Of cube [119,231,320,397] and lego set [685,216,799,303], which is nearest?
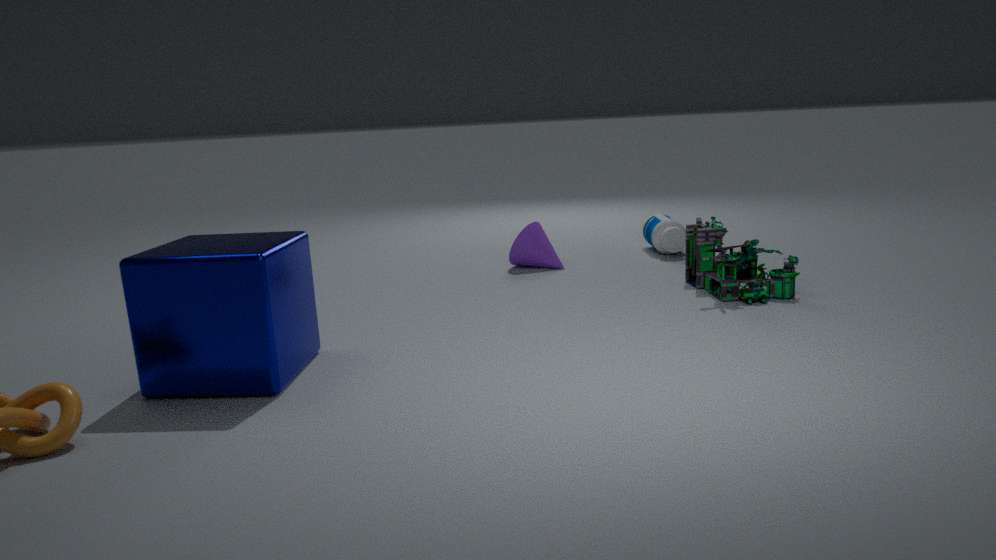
cube [119,231,320,397]
